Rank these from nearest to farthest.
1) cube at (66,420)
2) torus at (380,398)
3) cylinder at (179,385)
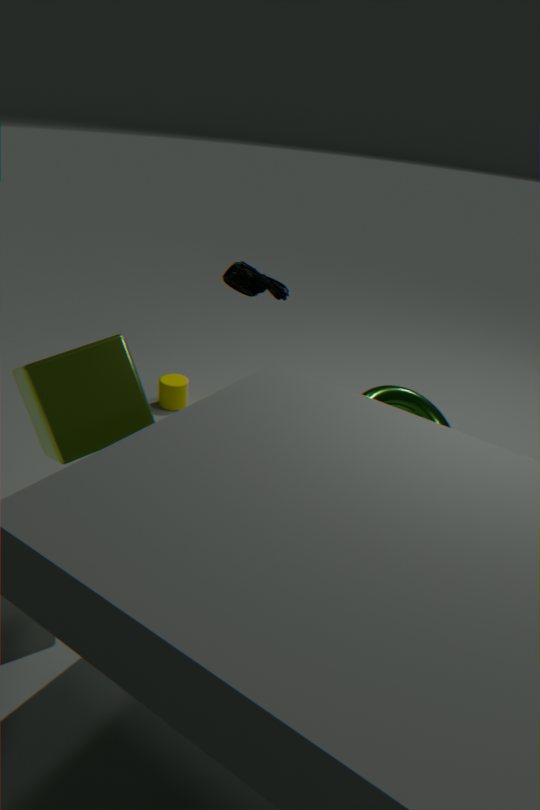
1. cube at (66,420) → 2. torus at (380,398) → 3. cylinder at (179,385)
